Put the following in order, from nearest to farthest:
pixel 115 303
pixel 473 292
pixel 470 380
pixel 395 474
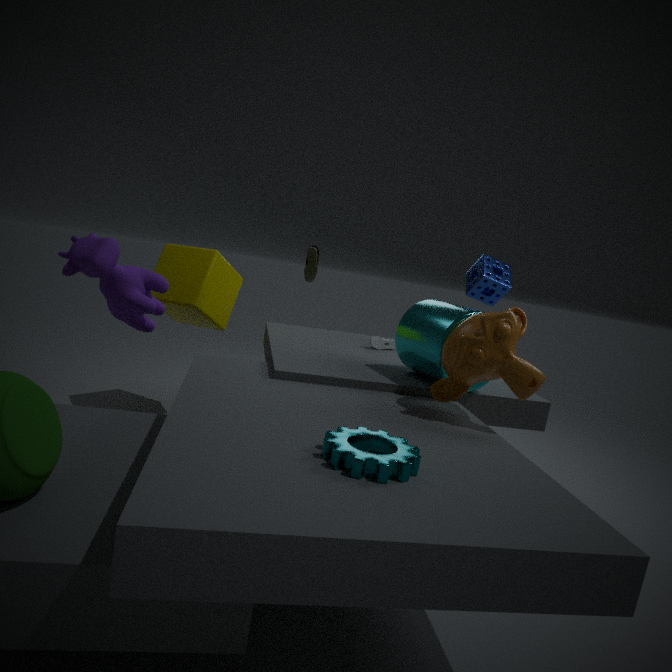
pixel 395 474 < pixel 470 380 < pixel 115 303 < pixel 473 292
